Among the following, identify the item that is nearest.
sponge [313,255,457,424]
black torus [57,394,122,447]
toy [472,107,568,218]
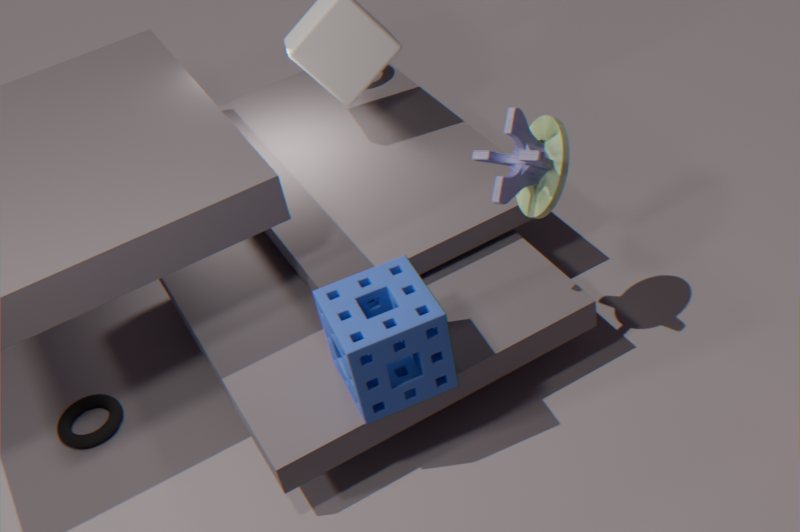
sponge [313,255,457,424]
